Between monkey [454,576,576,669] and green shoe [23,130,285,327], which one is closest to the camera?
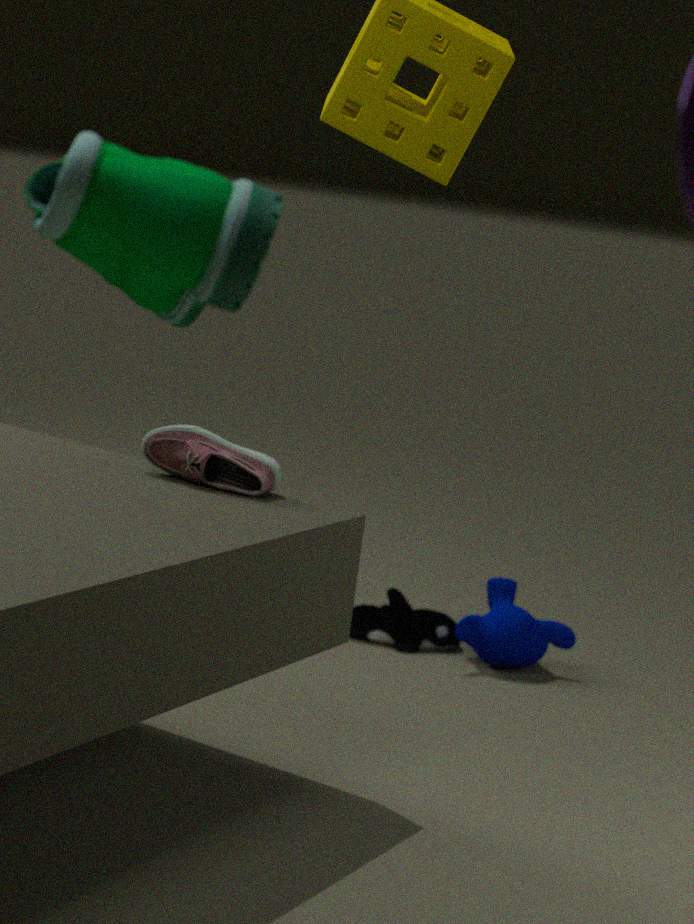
green shoe [23,130,285,327]
